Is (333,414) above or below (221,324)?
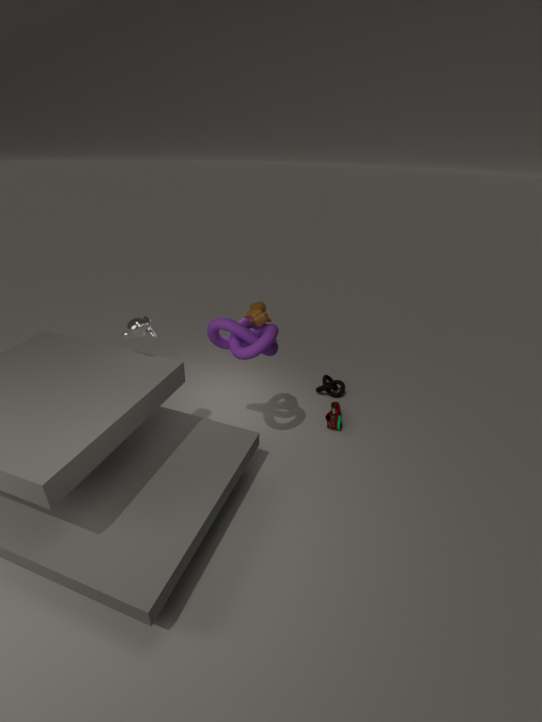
below
